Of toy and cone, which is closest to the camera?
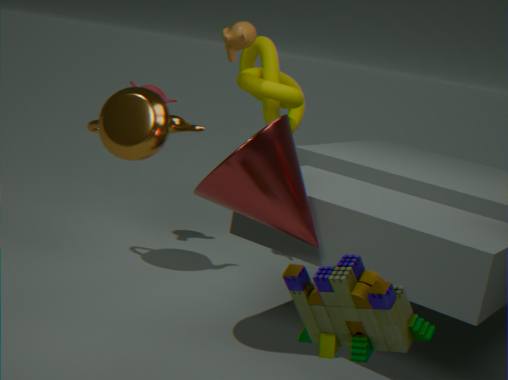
toy
